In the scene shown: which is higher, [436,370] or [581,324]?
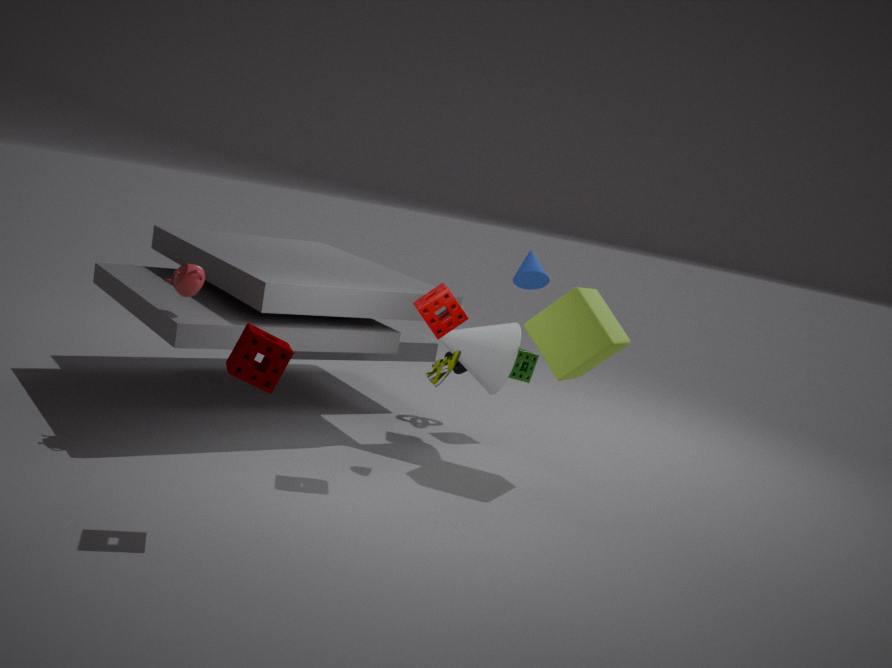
[581,324]
